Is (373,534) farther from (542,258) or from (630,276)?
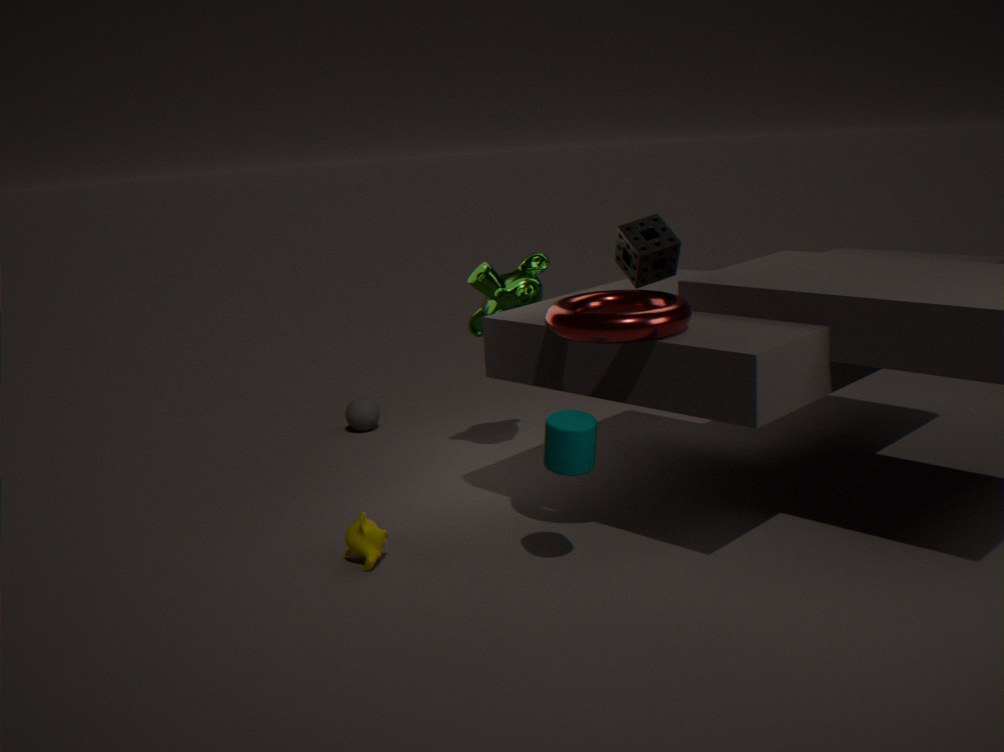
(630,276)
